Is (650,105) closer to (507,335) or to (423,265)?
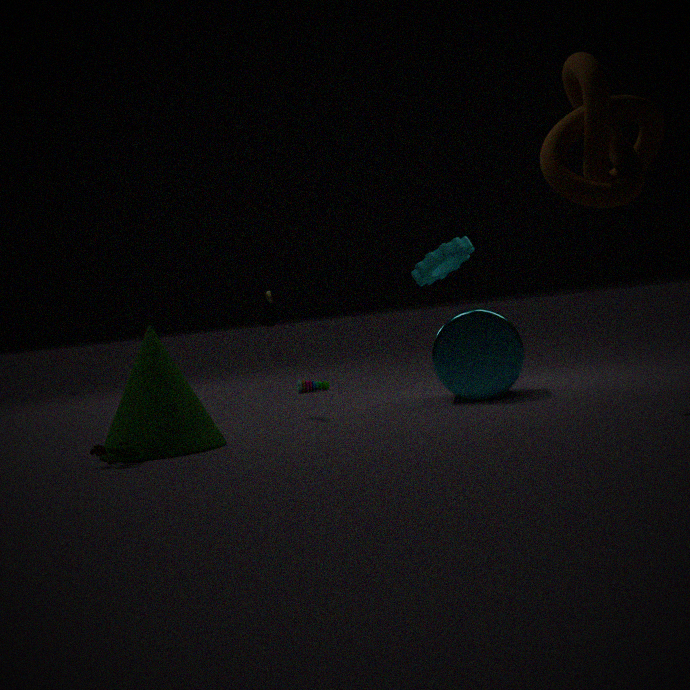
(423,265)
